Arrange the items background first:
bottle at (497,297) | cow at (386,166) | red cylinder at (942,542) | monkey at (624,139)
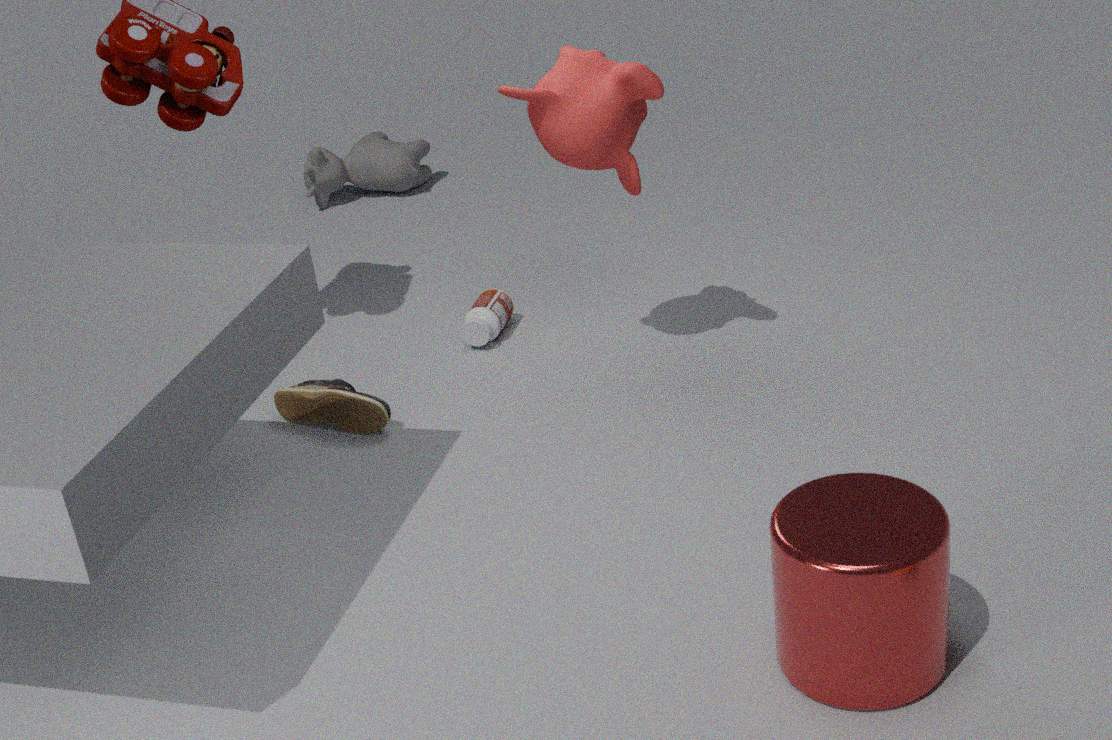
cow at (386,166)
bottle at (497,297)
monkey at (624,139)
red cylinder at (942,542)
